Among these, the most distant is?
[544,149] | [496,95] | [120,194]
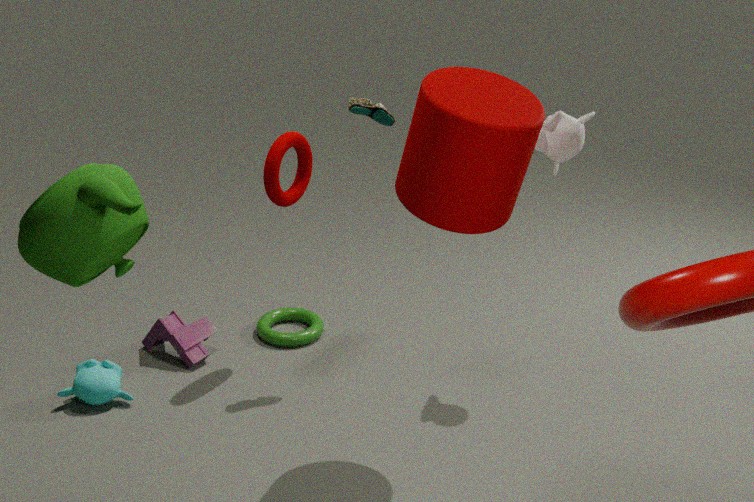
[544,149]
